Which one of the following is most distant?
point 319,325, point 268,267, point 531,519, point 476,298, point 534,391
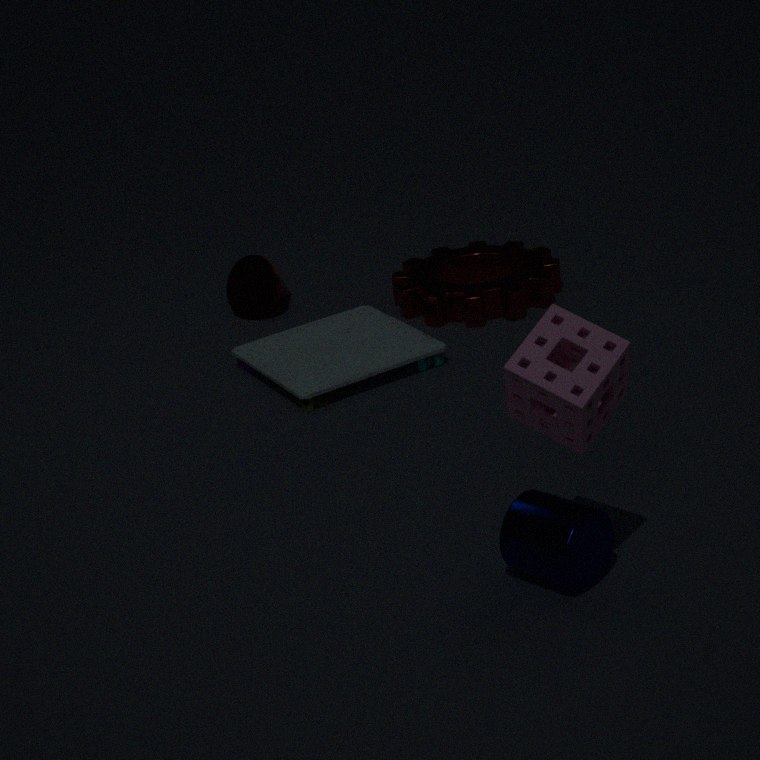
point 268,267
